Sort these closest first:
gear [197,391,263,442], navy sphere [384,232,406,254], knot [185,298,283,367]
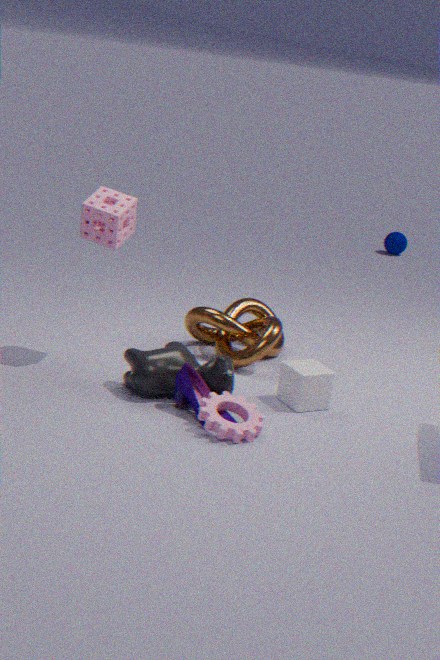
gear [197,391,263,442], knot [185,298,283,367], navy sphere [384,232,406,254]
